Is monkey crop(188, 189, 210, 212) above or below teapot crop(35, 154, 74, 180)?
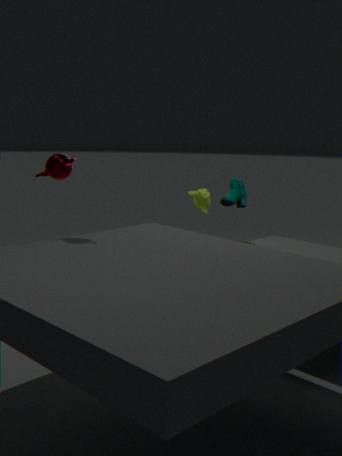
below
